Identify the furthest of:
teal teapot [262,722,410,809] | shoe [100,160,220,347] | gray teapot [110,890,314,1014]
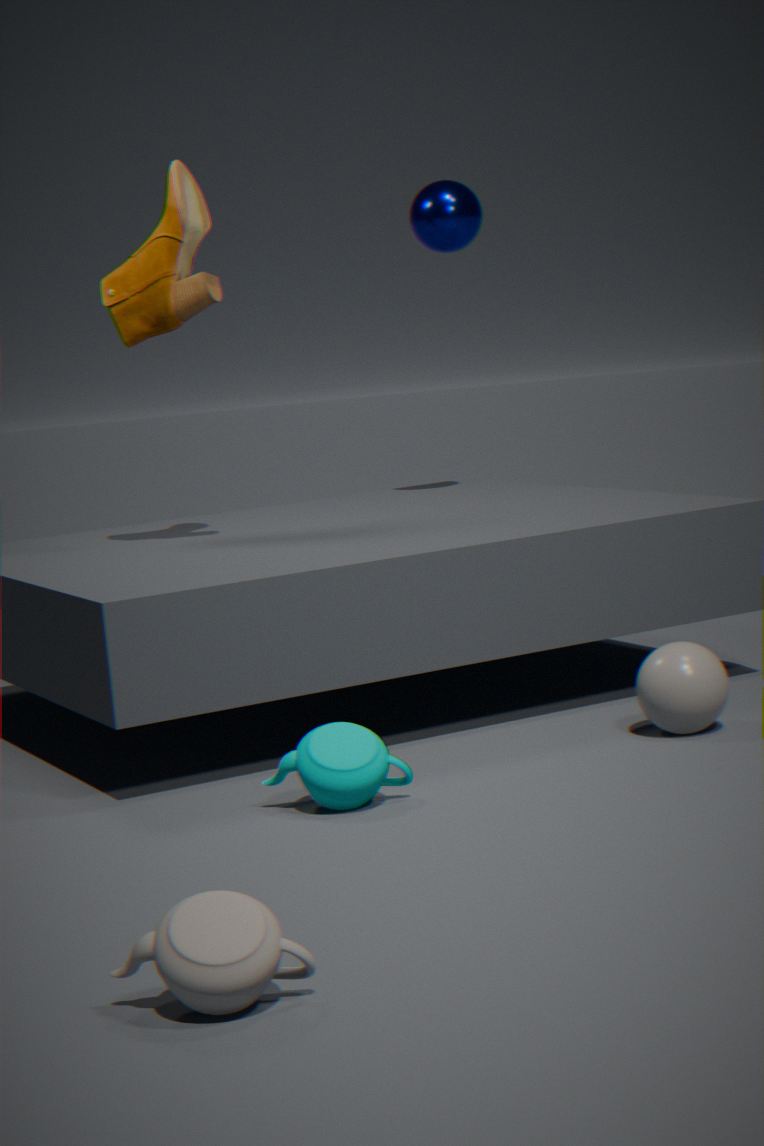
shoe [100,160,220,347]
